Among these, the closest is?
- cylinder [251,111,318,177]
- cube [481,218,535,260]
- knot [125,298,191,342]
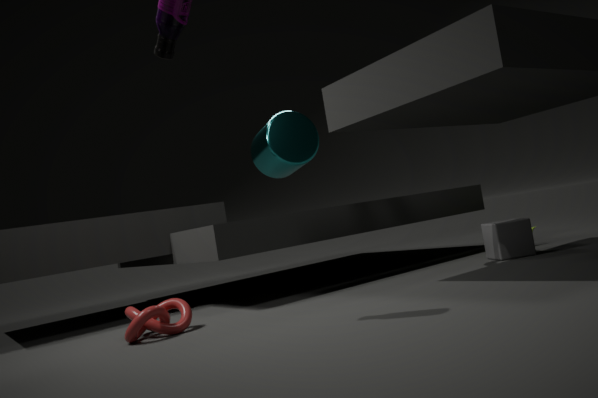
knot [125,298,191,342]
